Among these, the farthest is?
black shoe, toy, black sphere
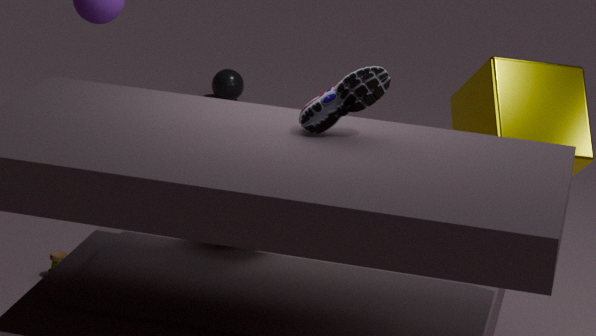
black sphere
